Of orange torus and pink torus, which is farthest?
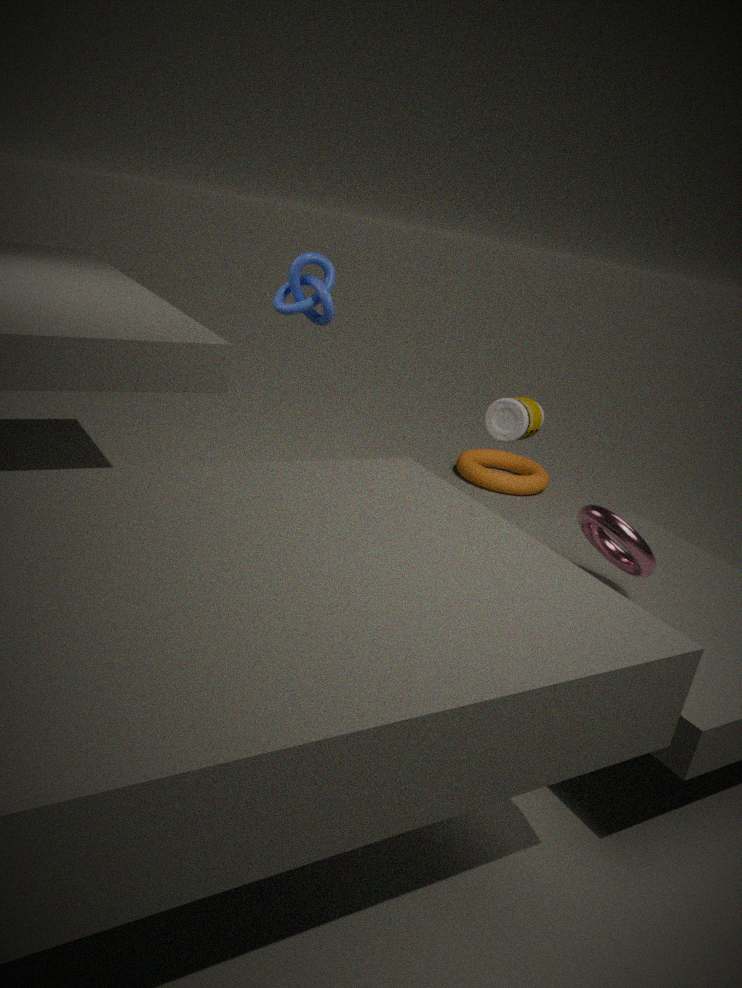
orange torus
